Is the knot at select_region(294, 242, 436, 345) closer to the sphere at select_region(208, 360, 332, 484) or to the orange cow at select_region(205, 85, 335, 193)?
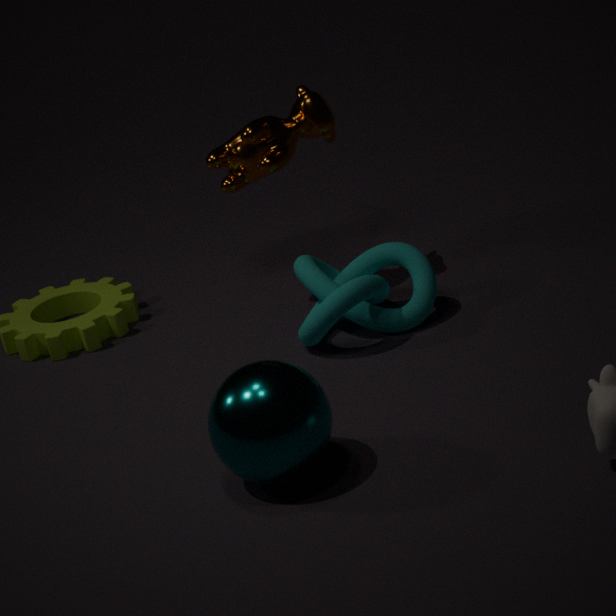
the orange cow at select_region(205, 85, 335, 193)
